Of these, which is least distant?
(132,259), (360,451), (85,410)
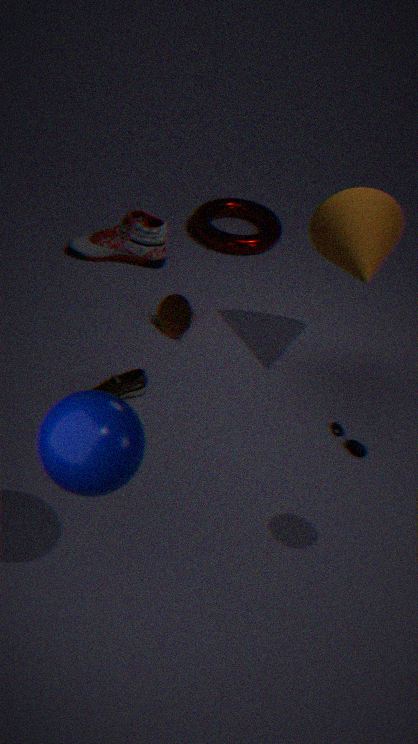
(85,410)
